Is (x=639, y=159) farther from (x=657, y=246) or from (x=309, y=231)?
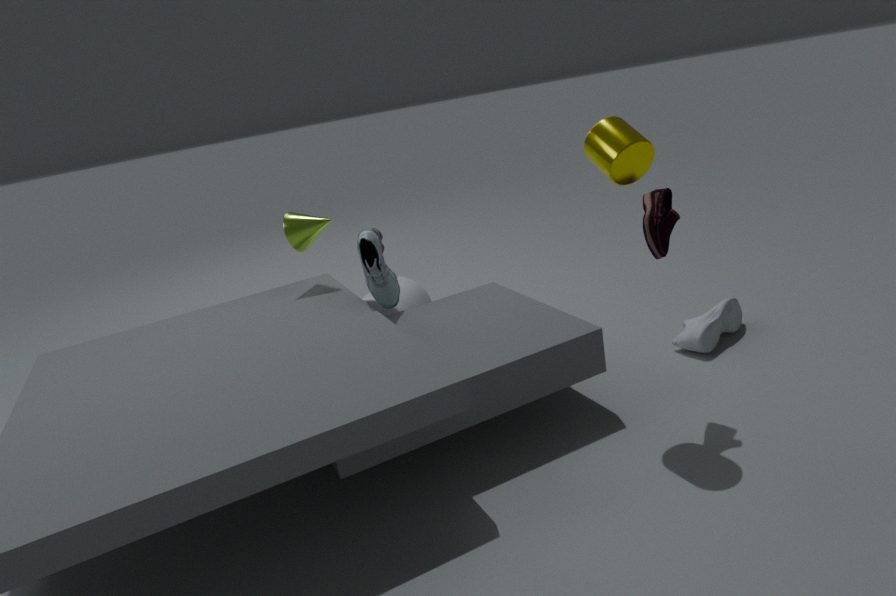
(x=309, y=231)
